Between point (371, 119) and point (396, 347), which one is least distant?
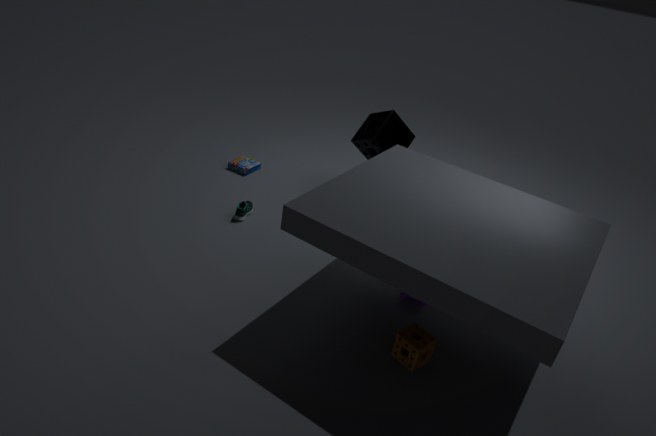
point (396, 347)
